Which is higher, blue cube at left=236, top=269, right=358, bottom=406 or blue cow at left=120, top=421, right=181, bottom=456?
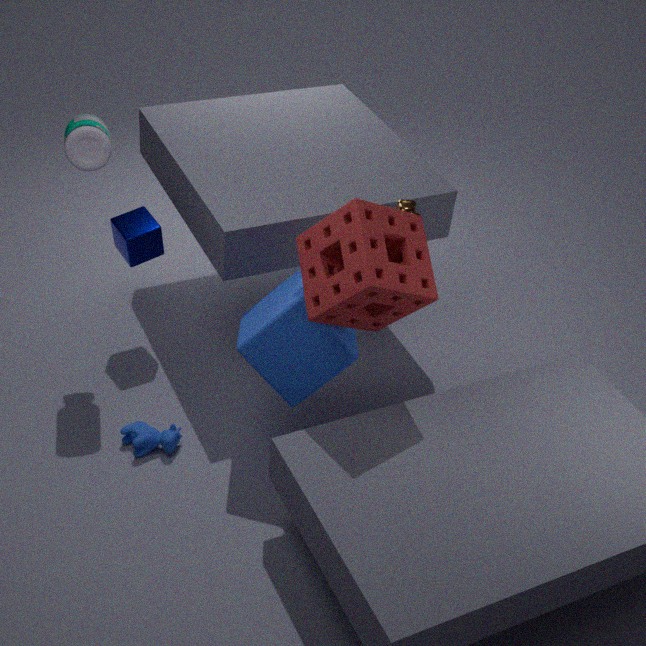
blue cube at left=236, top=269, right=358, bottom=406
